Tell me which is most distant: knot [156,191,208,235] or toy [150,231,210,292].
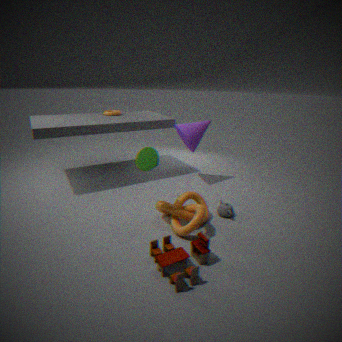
knot [156,191,208,235]
